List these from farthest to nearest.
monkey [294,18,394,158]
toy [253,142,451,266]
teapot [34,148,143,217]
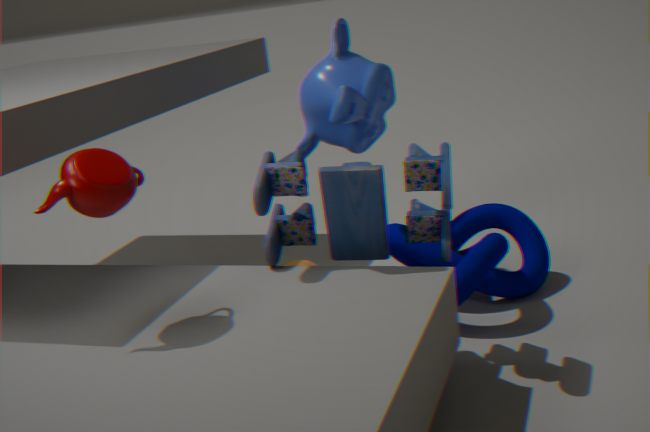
monkey [294,18,394,158] → toy [253,142,451,266] → teapot [34,148,143,217]
